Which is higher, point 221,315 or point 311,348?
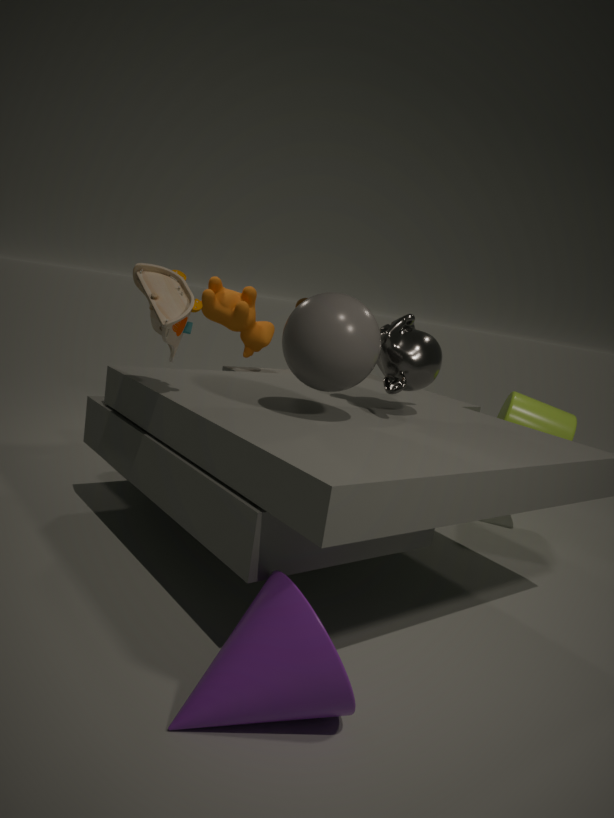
point 311,348
